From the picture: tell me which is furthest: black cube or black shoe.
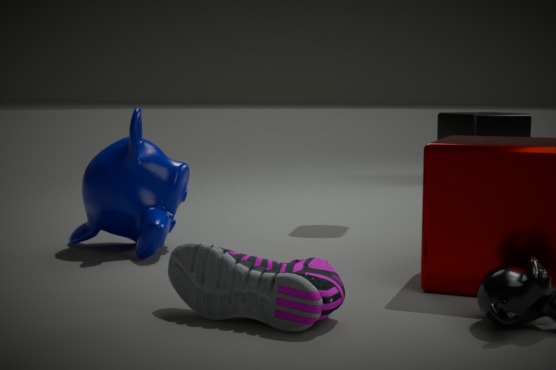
black cube
